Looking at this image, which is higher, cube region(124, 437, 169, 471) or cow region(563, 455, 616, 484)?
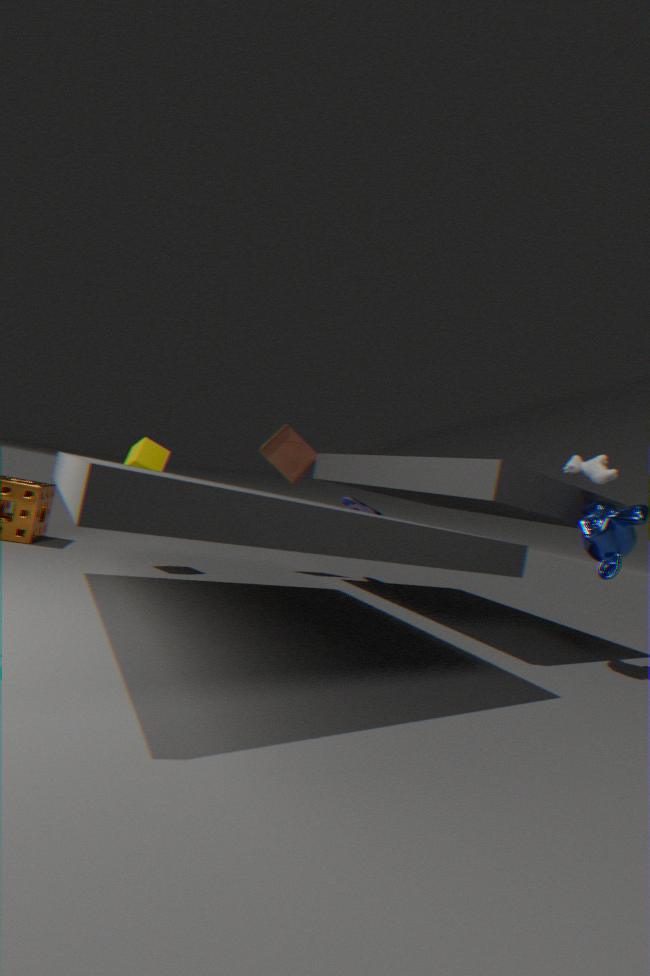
cow region(563, 455, 616, 484)
